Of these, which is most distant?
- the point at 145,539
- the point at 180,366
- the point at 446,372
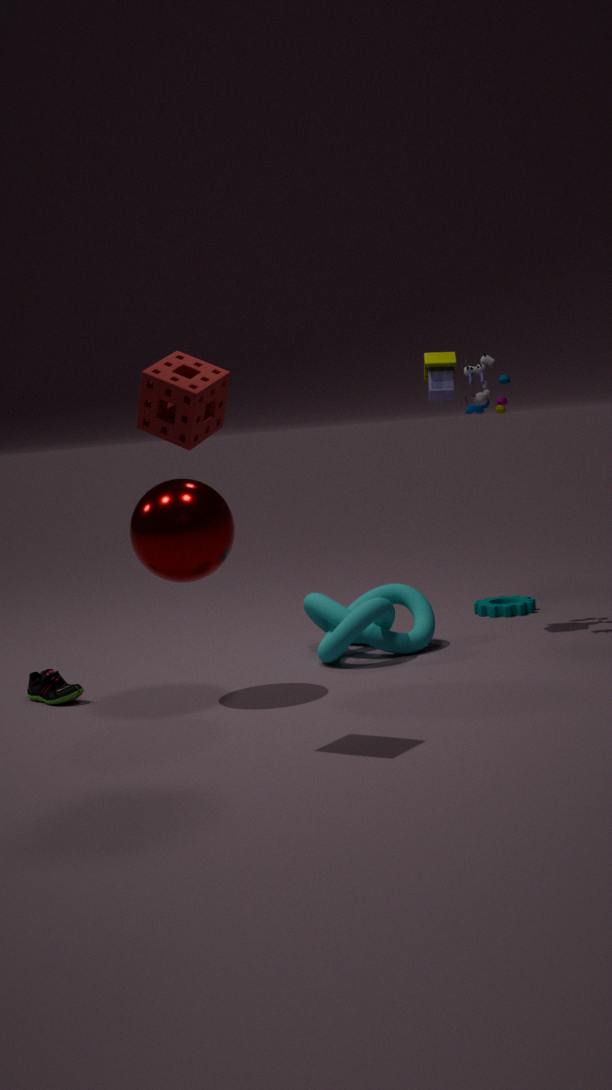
the point at 446,372
